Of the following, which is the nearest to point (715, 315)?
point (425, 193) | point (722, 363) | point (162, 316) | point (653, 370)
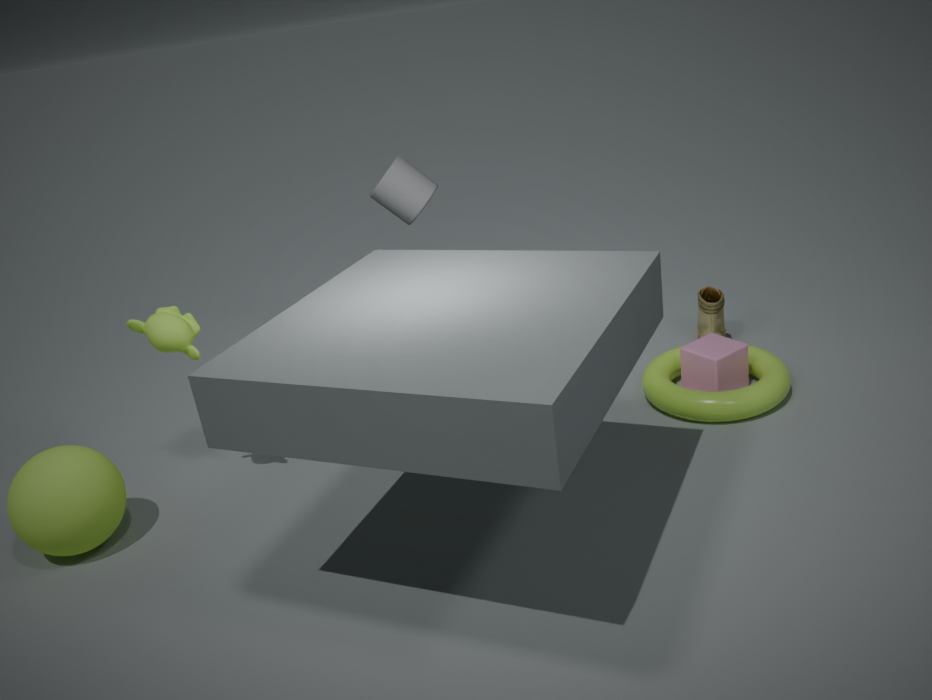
point (722, 363)
